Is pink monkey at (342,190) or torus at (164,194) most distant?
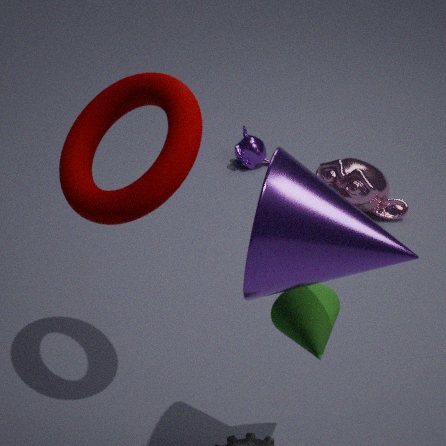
pink monkey at (342,190)
